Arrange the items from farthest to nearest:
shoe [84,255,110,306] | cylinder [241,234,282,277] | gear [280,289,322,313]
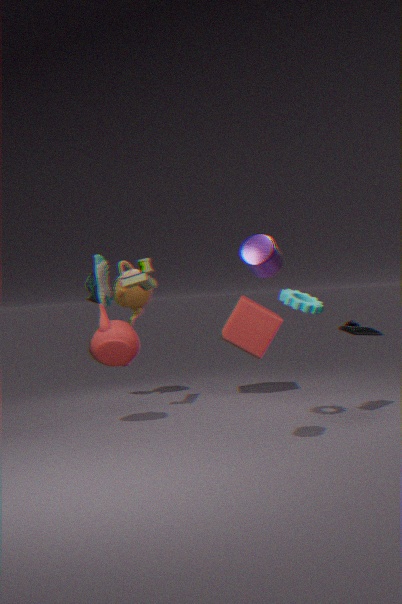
shoe [84,255,110,306]
gear [280,289,322,313]
cylinder [241,234,282,277]
